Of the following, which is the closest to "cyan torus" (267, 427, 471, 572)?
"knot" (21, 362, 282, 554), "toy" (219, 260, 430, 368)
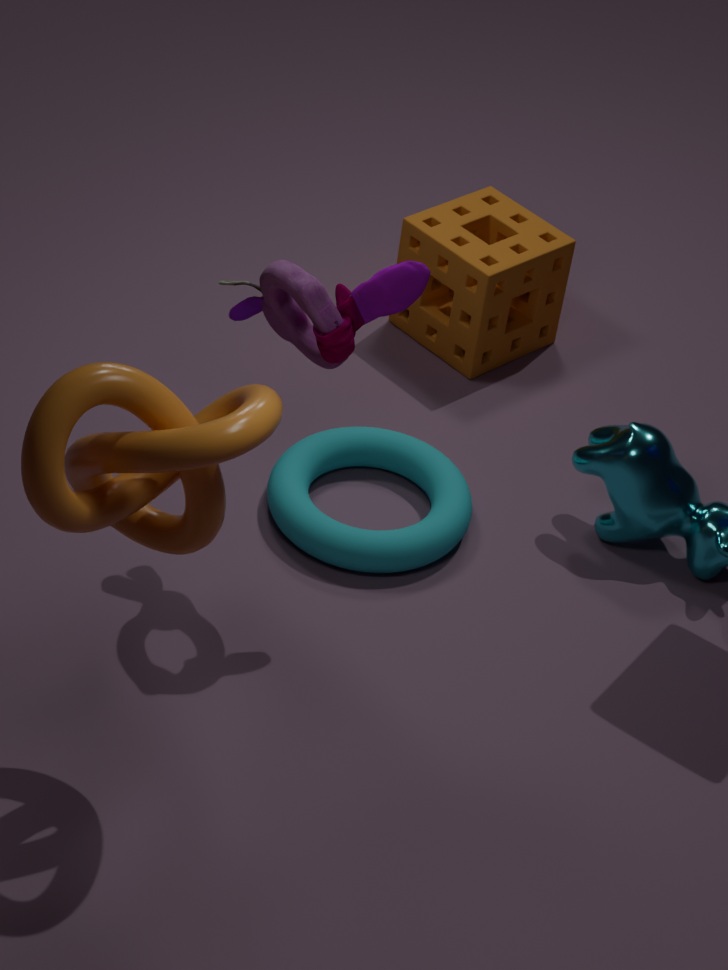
"toy" (219, 260, 430, 368)
